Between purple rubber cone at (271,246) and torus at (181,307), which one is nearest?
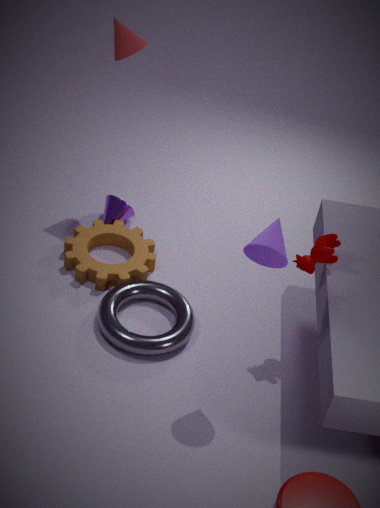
purple rubber cone at (271,246)
